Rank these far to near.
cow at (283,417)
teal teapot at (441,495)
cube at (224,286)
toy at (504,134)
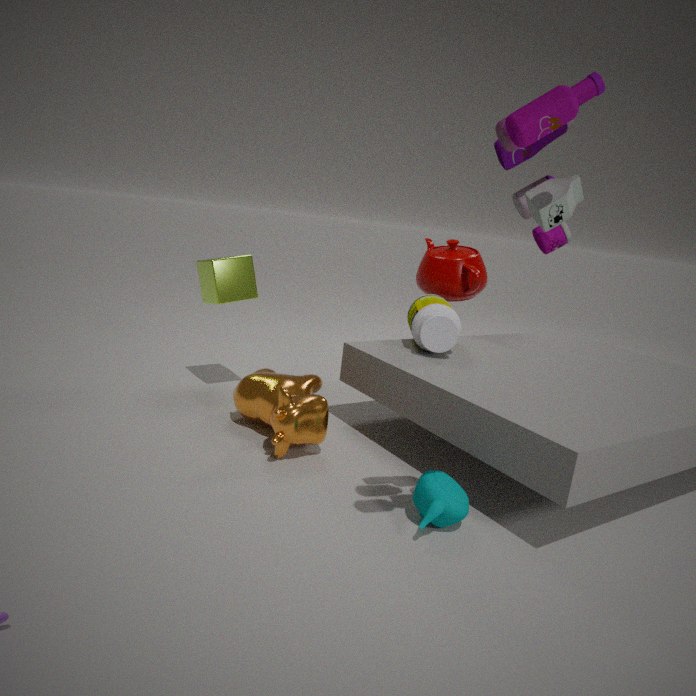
1. cube at (224,286)
2. cow at (283,417)
3. teal teapot at (441,495)
4. toy at (504,134)
